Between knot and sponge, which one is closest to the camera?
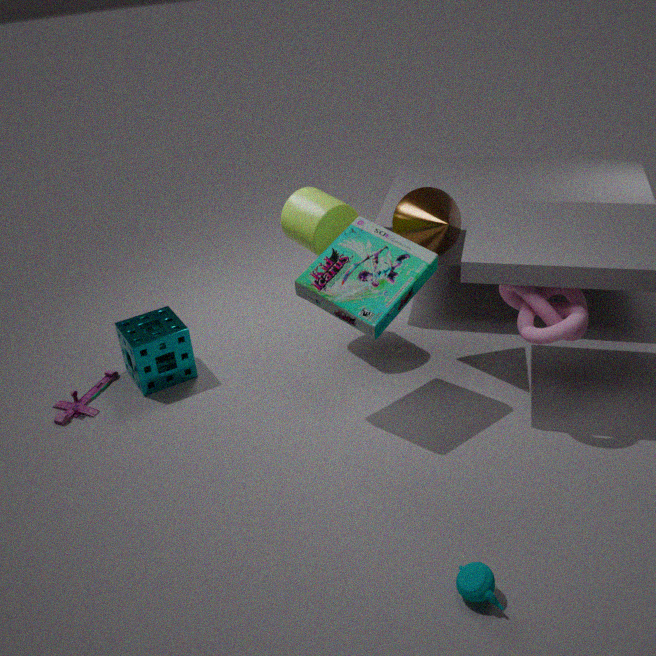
knot
